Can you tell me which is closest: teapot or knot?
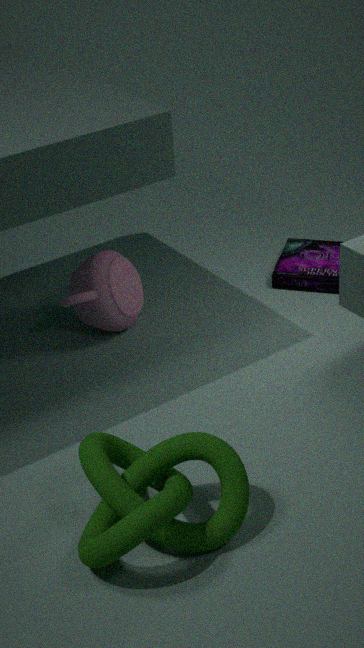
knot
